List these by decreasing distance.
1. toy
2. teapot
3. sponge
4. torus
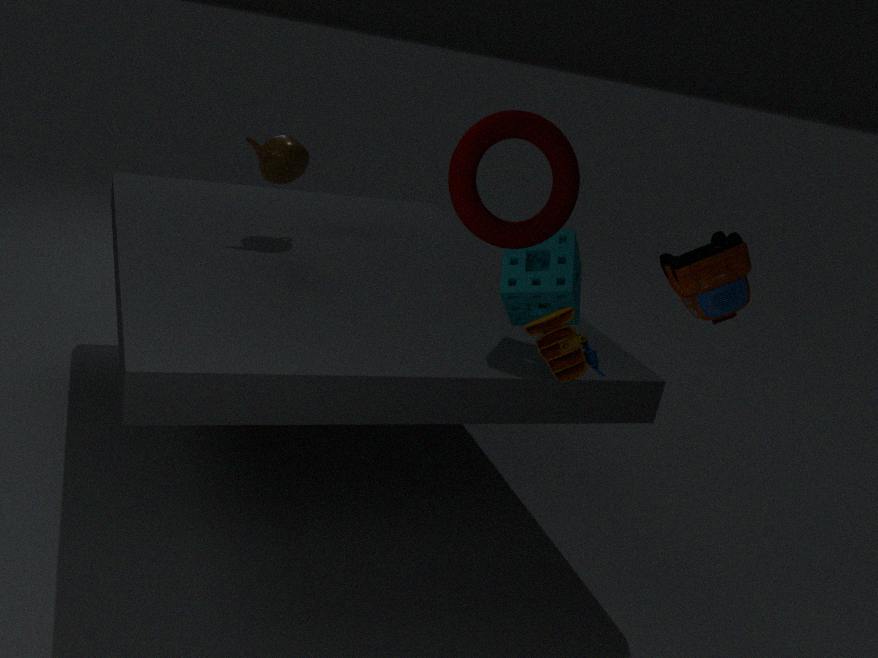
1. teapot
2. sponge
3. torus
4. toy
